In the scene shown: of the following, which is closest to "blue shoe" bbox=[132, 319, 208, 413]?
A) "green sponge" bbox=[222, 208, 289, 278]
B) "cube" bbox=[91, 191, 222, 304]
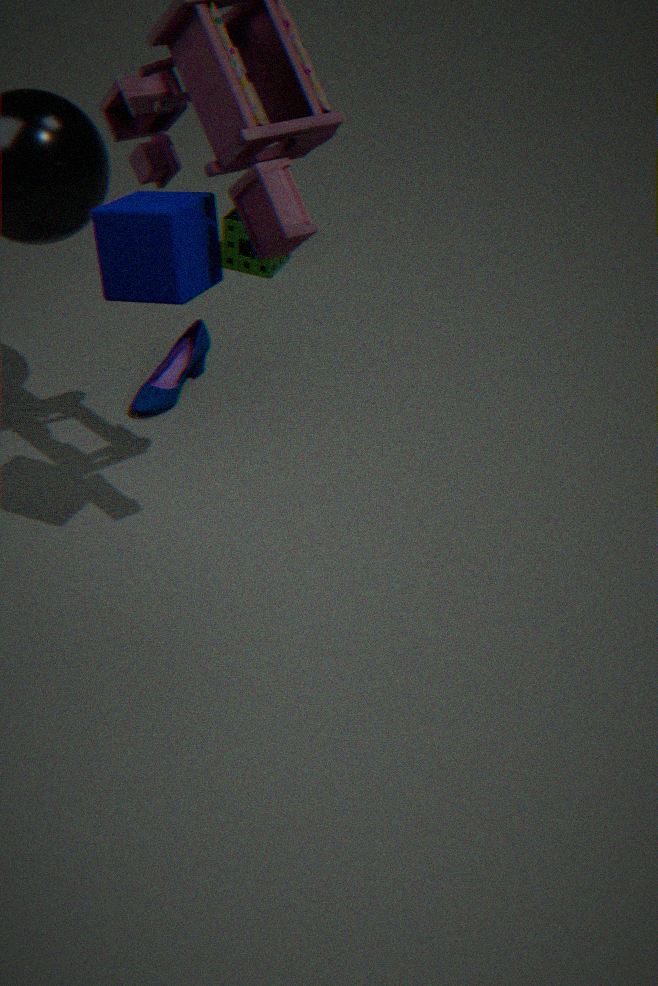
"green sponge" bbox=[222, 208, 289, 278]
